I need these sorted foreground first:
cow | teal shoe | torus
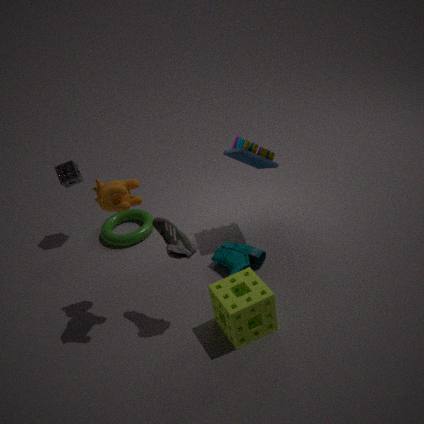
cow, teal shoe, torus
